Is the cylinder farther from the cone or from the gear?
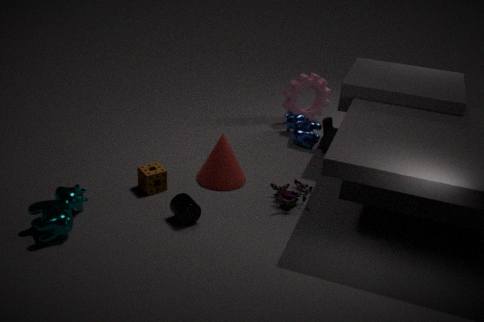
the gear
